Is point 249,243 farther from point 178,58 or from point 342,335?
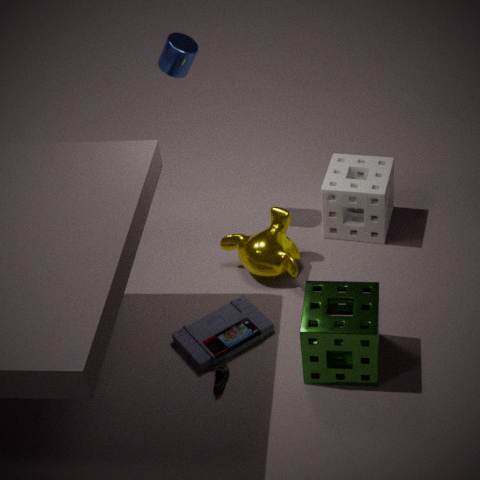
point 178,58
